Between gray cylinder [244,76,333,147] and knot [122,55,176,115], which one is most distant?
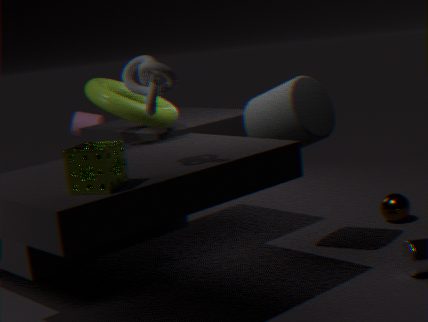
gray cylinder [244,76,333,147]
